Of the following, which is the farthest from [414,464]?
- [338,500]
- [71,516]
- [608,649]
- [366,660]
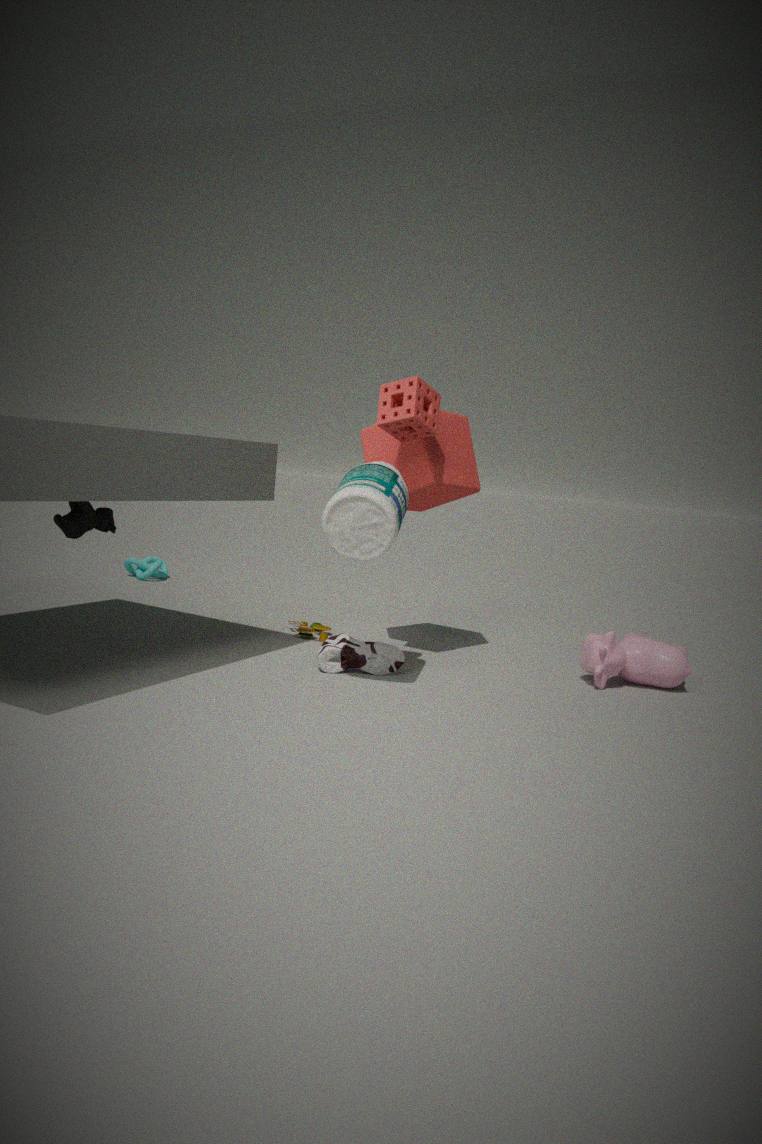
[71,516]
